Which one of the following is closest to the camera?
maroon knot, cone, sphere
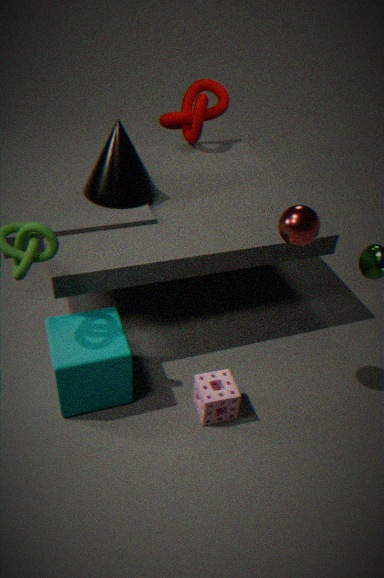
sphere
